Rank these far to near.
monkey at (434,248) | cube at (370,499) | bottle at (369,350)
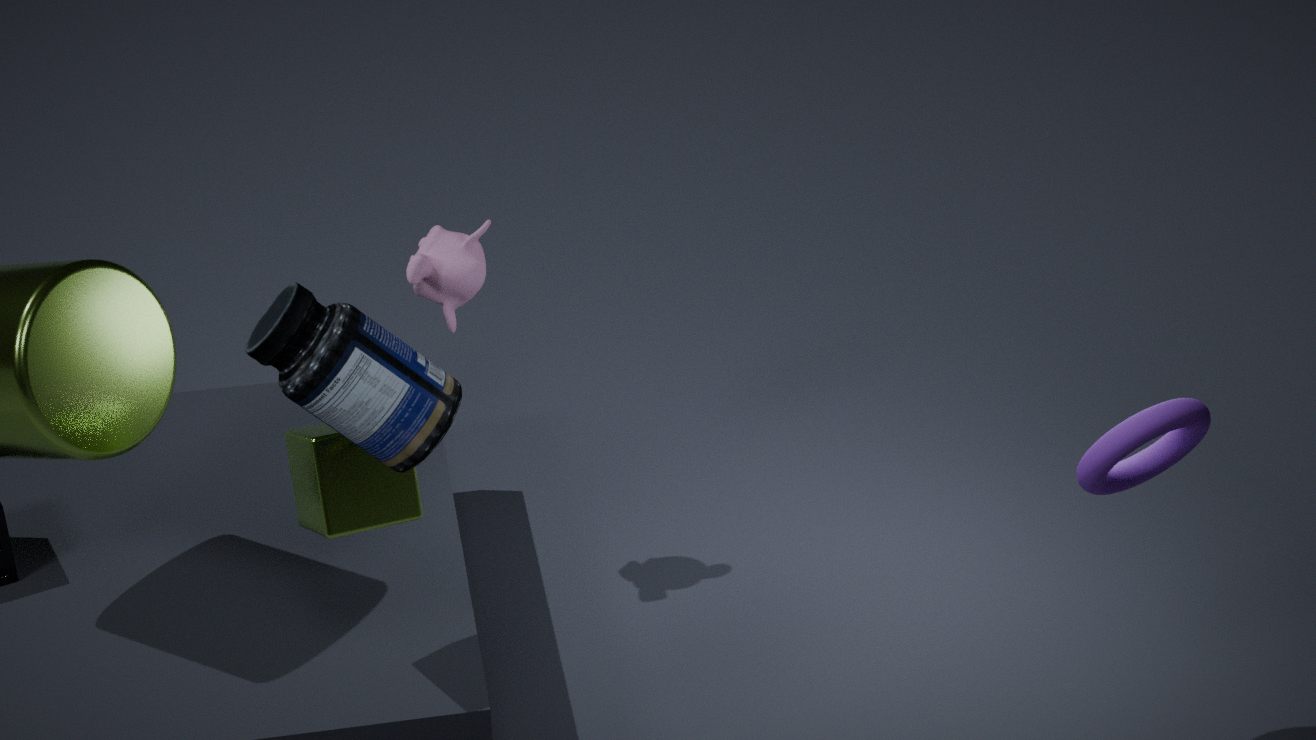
monkey at (434,248)
cube at (370,499)
bottle at (369,350)
